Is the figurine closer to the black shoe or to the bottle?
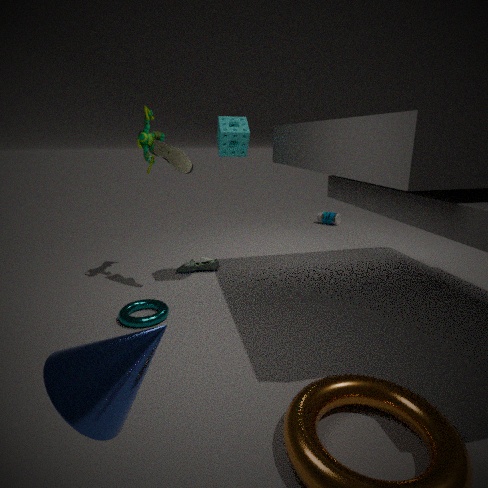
the black shoe
